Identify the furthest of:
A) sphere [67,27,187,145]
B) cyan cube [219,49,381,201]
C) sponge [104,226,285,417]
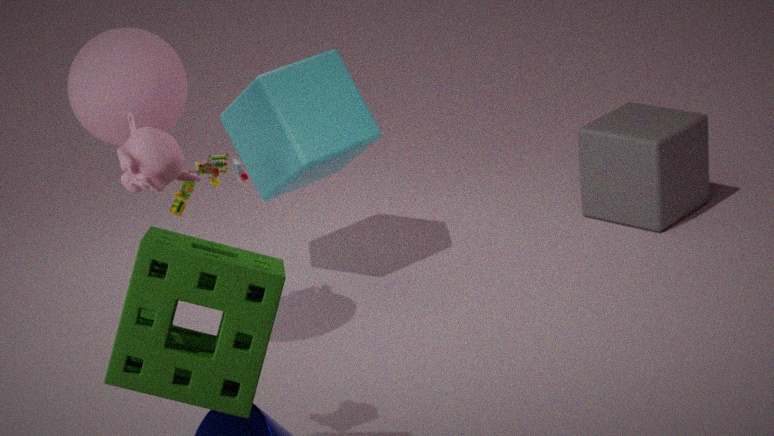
cyan cube [219,49,381,201]
